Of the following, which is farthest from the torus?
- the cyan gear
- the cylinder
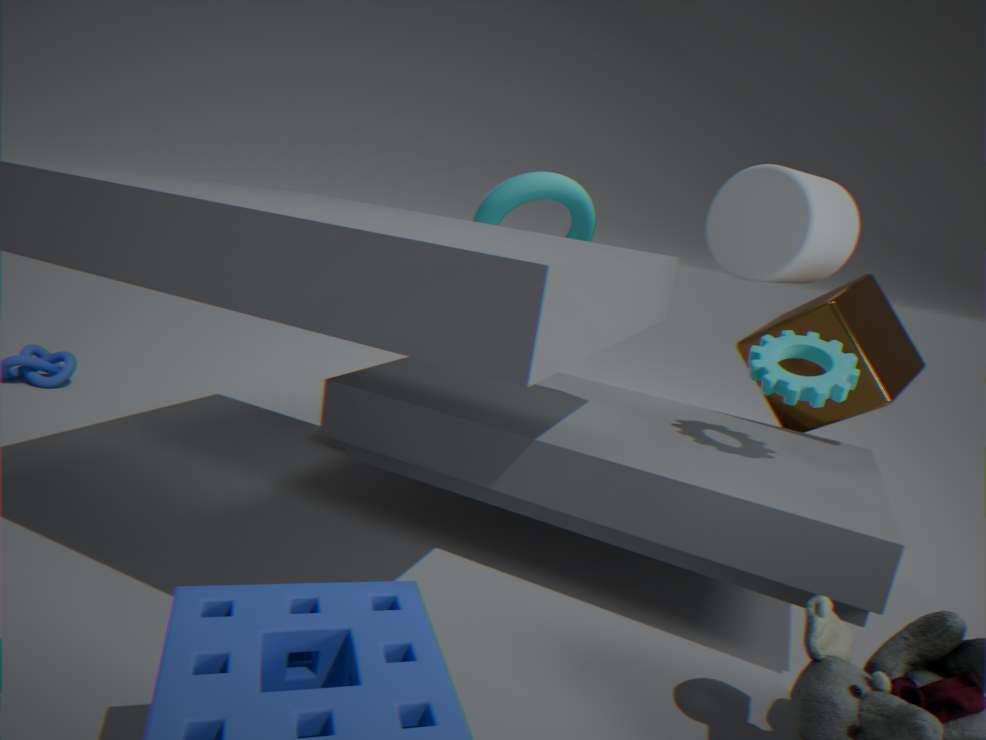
the cyan gear
